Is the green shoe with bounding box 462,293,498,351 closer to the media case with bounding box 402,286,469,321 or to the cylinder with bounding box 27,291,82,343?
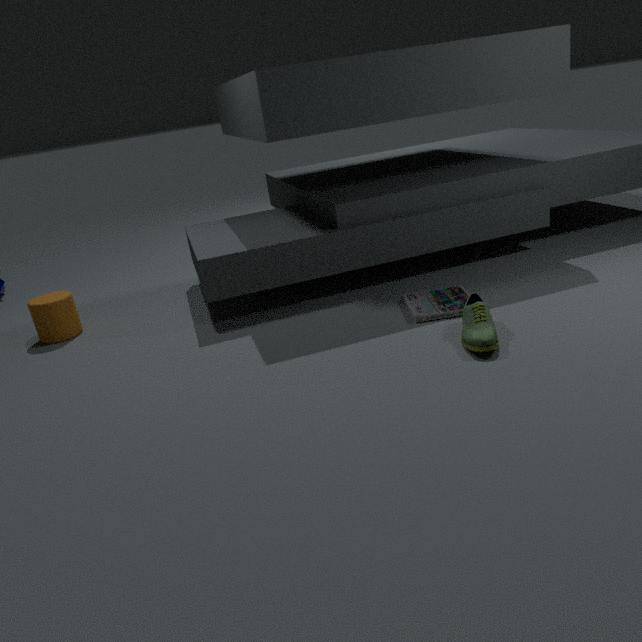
Result: the media case with bounding box 402,286,469,321
